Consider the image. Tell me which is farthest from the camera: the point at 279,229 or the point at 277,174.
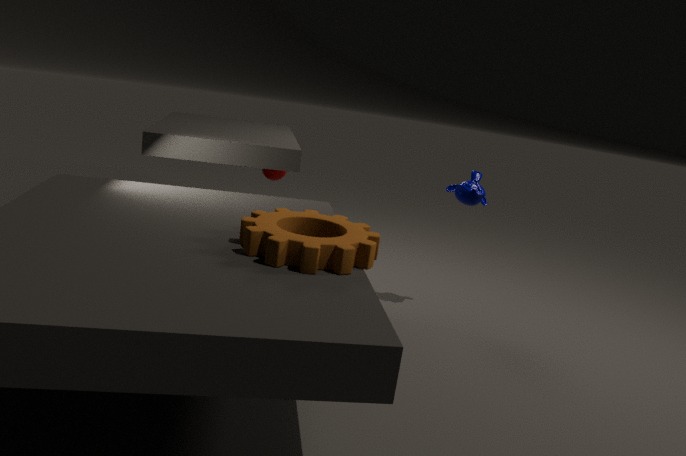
the point at 277,174
